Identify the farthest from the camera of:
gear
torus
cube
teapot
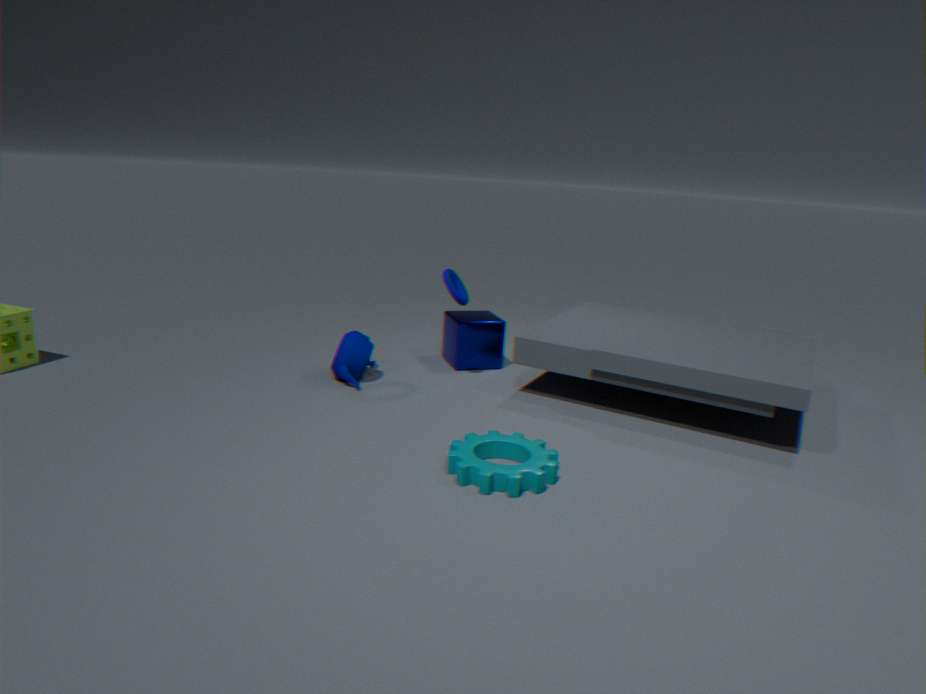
cube
